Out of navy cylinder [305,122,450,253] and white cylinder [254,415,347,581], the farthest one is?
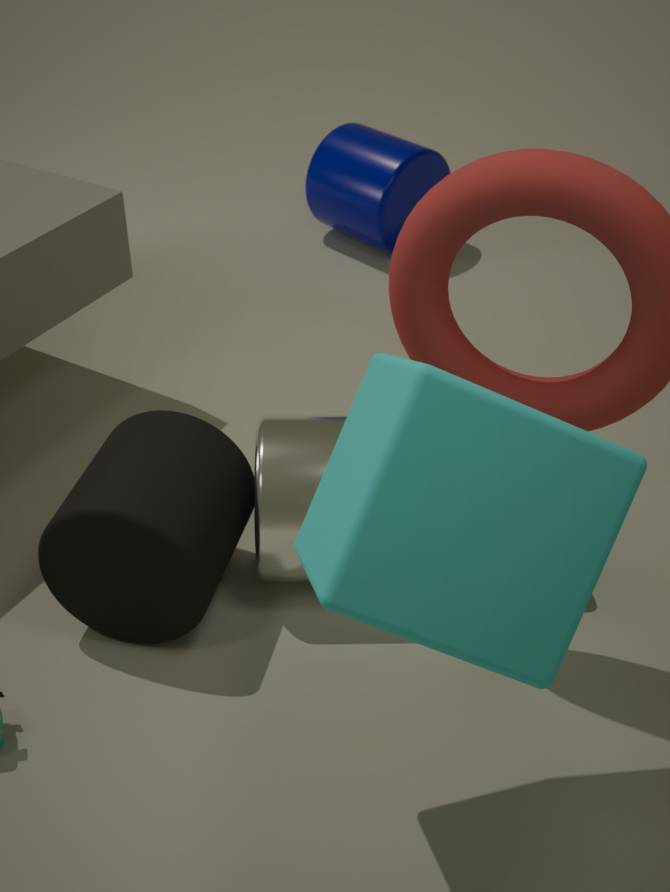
navy cylinder [305,122,450,253]
